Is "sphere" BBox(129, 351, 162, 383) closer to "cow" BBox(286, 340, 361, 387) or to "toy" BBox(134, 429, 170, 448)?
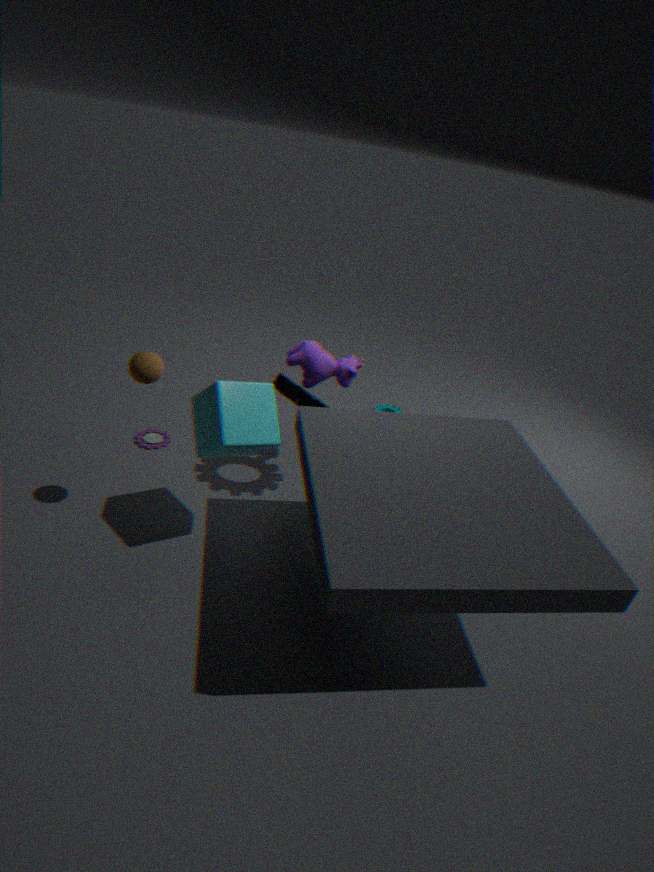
"cow" BBox(286, 340, 361, 387)
